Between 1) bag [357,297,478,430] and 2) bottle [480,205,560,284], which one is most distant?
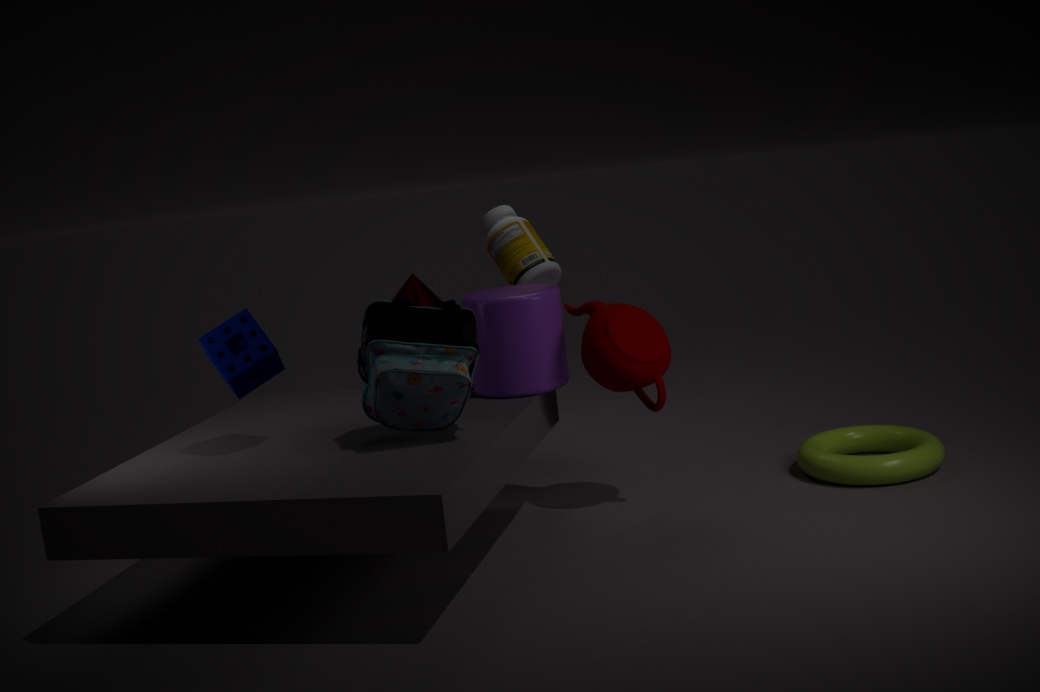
2. bottle [480,205,560,284]
